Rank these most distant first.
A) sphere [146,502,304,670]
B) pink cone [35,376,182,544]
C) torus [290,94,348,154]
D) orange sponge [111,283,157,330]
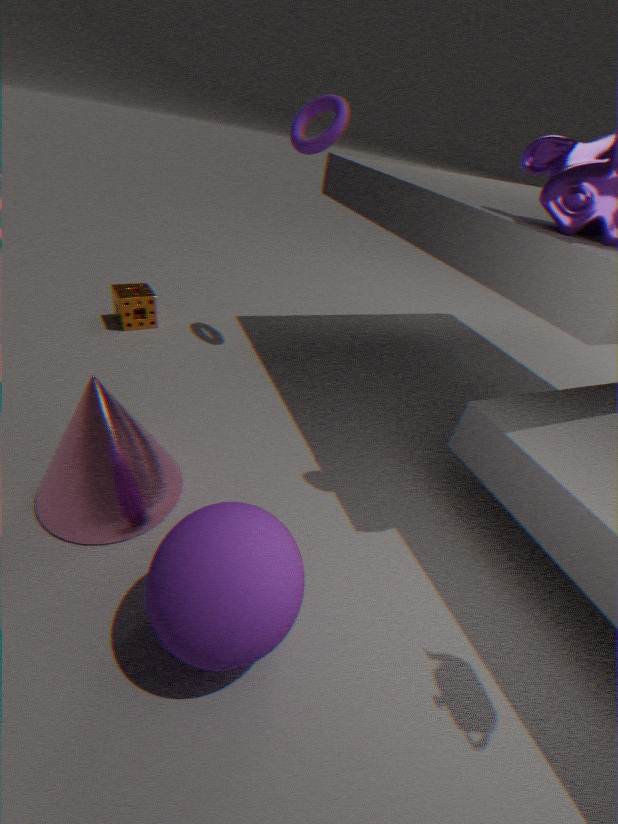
orange sponge [111,283,157,330]
torus [290,94,348,154]
pink cone [35,376,182,544]
sphere [146,502,304,670]
